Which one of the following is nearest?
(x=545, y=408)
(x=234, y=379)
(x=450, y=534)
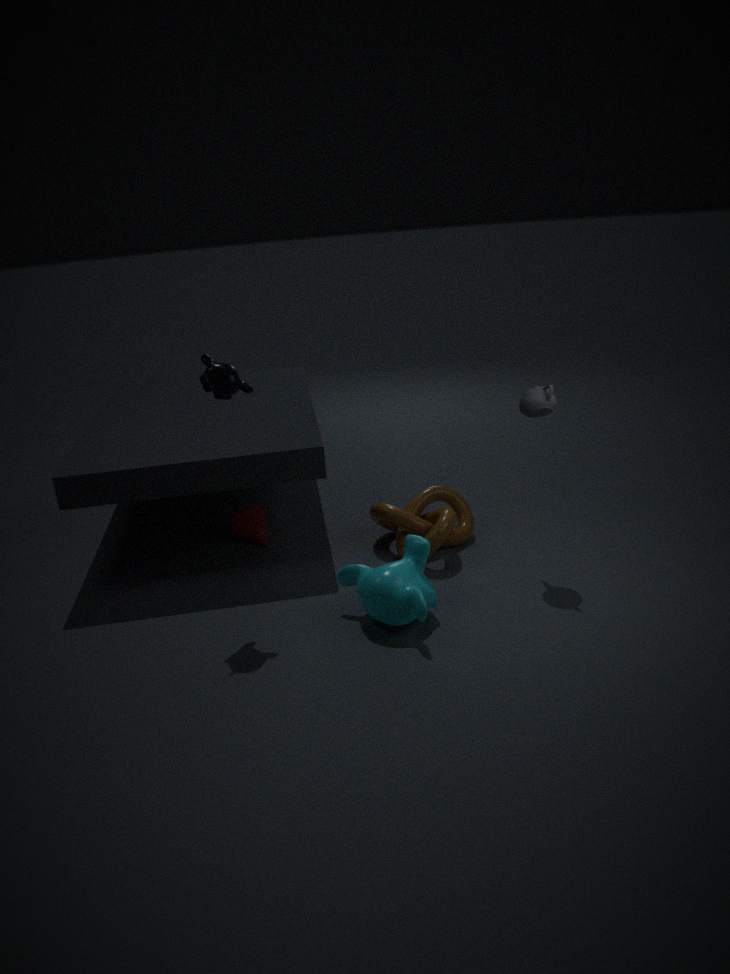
(x=234, y=379)
